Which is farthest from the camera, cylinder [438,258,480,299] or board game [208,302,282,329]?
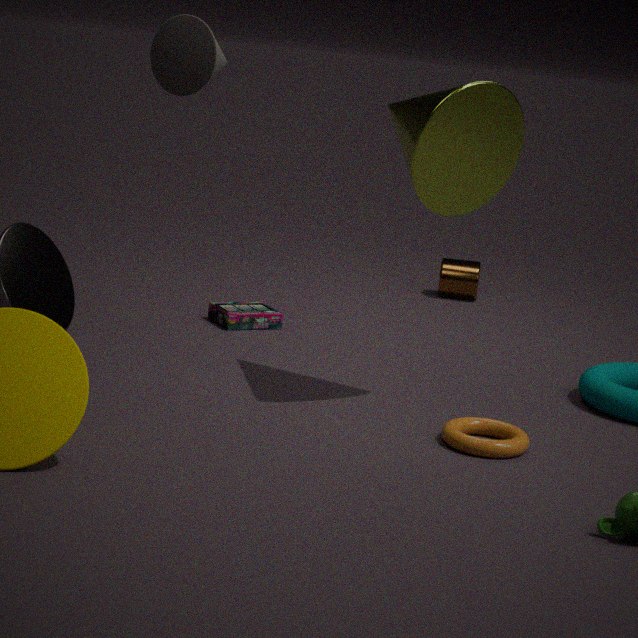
cylinder [438,258,480,299]
